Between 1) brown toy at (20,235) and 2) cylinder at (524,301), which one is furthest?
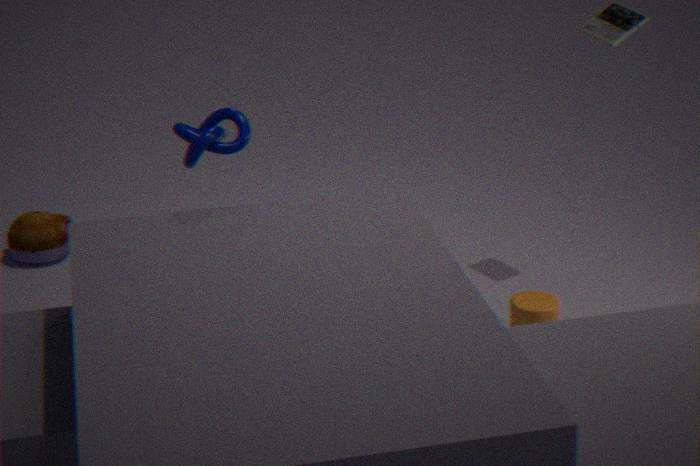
1. brown toy at (20,235)
